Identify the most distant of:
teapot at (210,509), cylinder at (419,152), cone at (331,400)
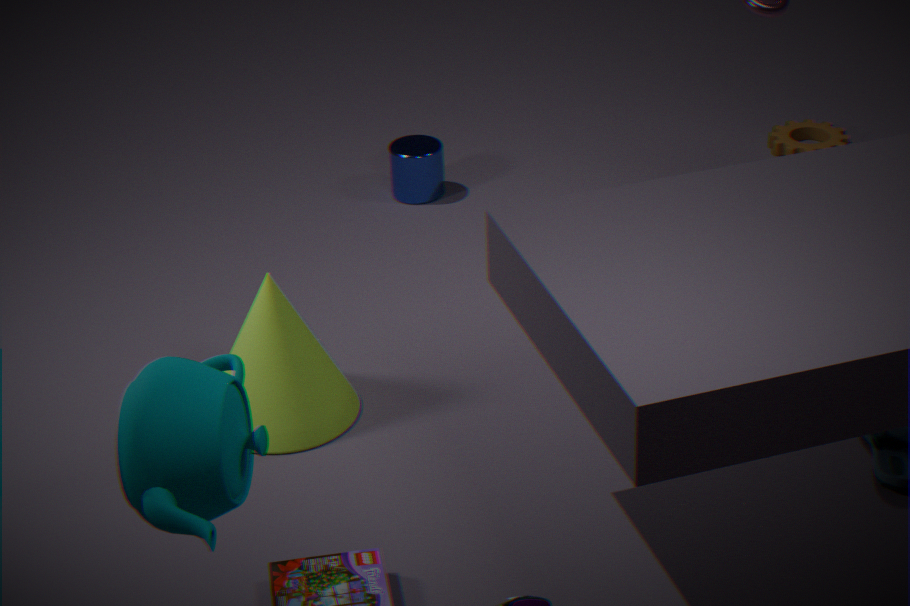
cylinder at (419,152)
